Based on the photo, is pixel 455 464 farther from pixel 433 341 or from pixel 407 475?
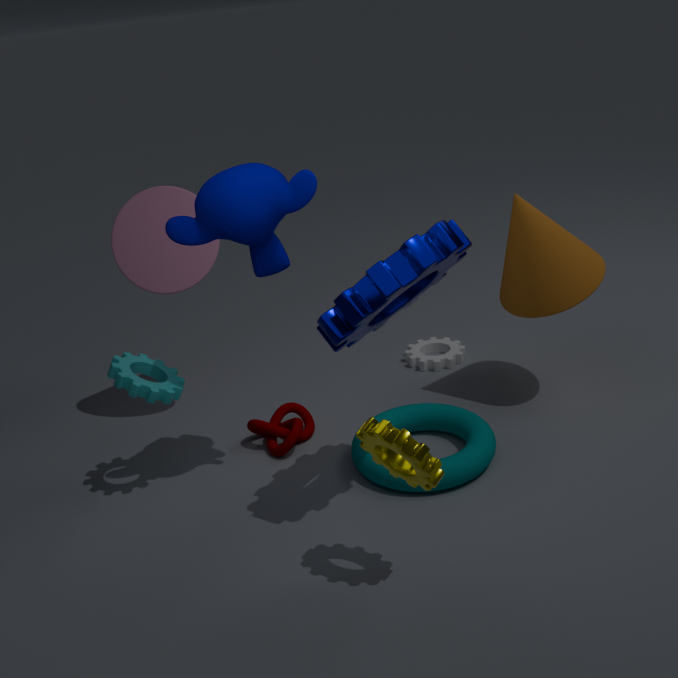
pixel 433 341
